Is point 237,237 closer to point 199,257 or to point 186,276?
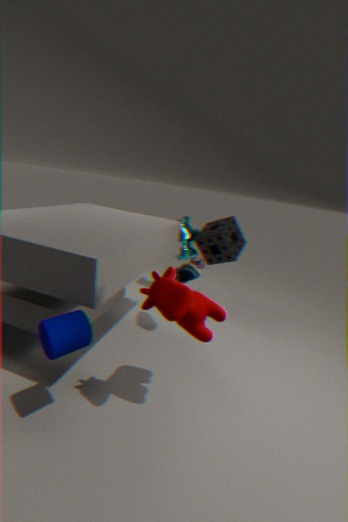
point 186,276
